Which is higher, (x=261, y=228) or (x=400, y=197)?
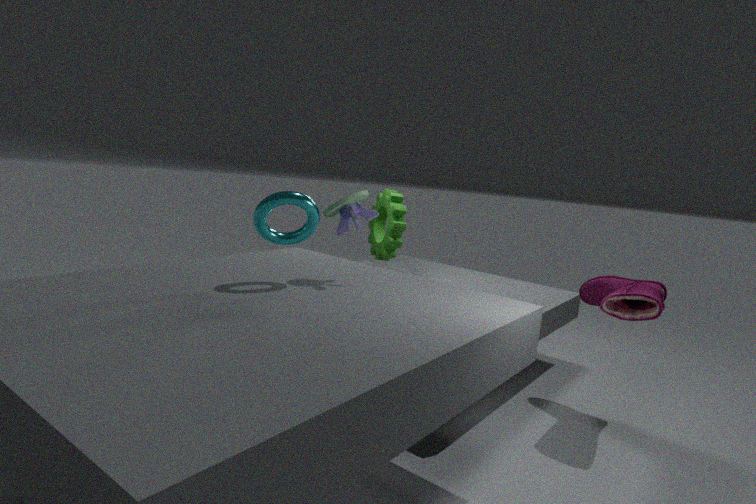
(x=261, y=228)
